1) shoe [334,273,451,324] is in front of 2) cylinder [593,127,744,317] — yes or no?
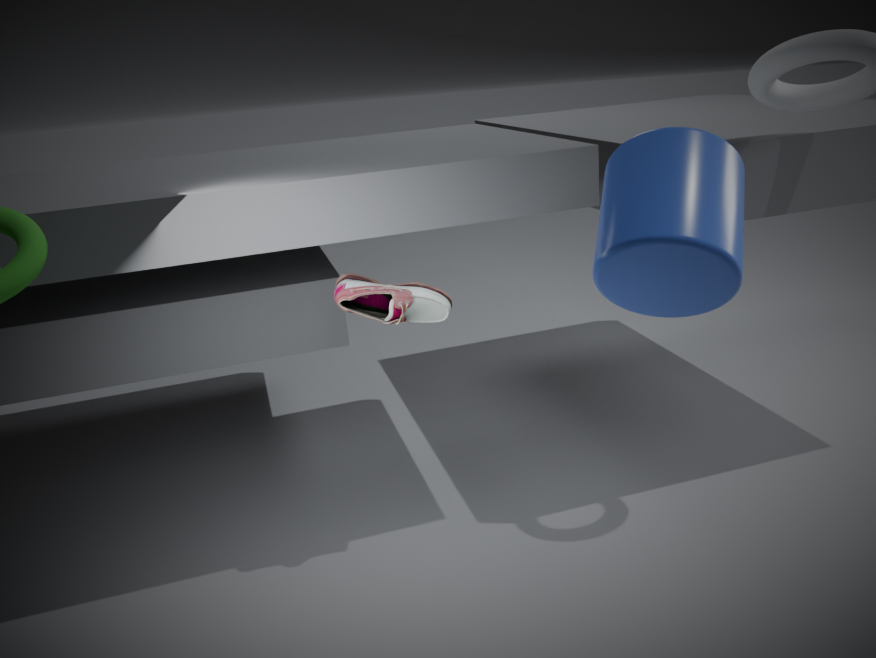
No
